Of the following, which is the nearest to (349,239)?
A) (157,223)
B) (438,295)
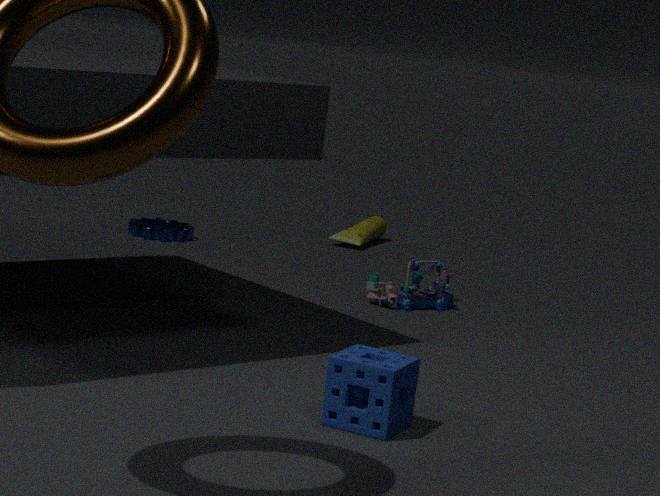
(157,223)
